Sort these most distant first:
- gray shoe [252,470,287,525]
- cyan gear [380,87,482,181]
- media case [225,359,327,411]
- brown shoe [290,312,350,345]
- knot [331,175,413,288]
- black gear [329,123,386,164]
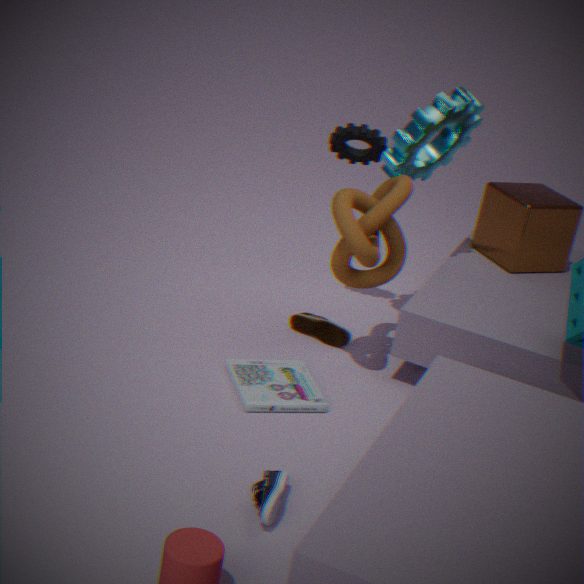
brown shoe [290,312,350,345]
black gear [329,123,386,164]
cyan gear [380,87,482,181]
knot [331,175,413,288]
media case [225,359,327,411]
gray shoe [252,470,287,525]
